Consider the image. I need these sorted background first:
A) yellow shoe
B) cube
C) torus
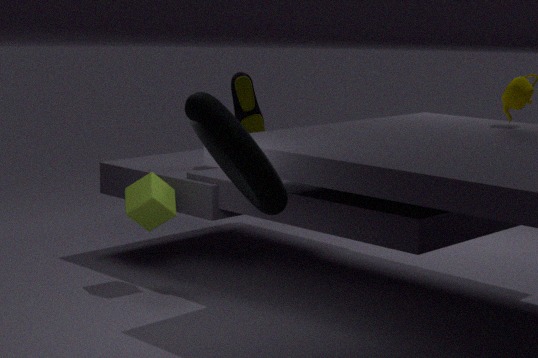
yellow shoe, cube, torus
